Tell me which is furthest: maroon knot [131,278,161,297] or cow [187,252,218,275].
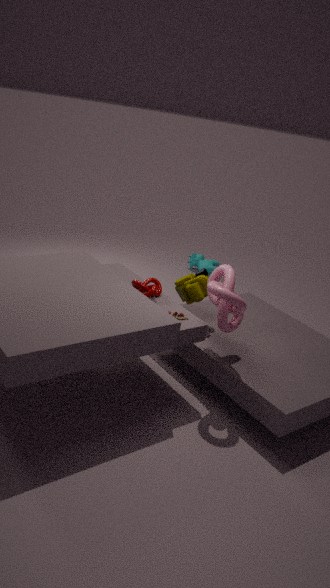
cow [187,252,218,275]
